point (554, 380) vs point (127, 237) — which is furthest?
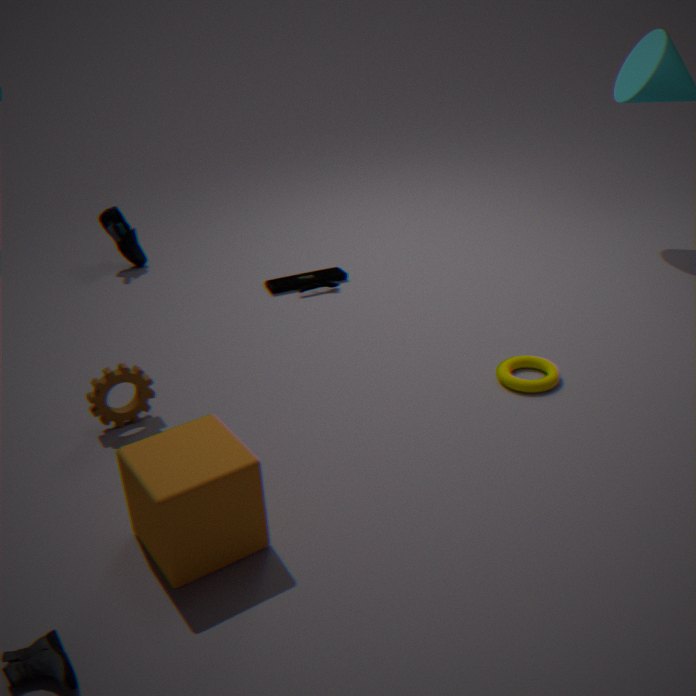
point (127, 237)
